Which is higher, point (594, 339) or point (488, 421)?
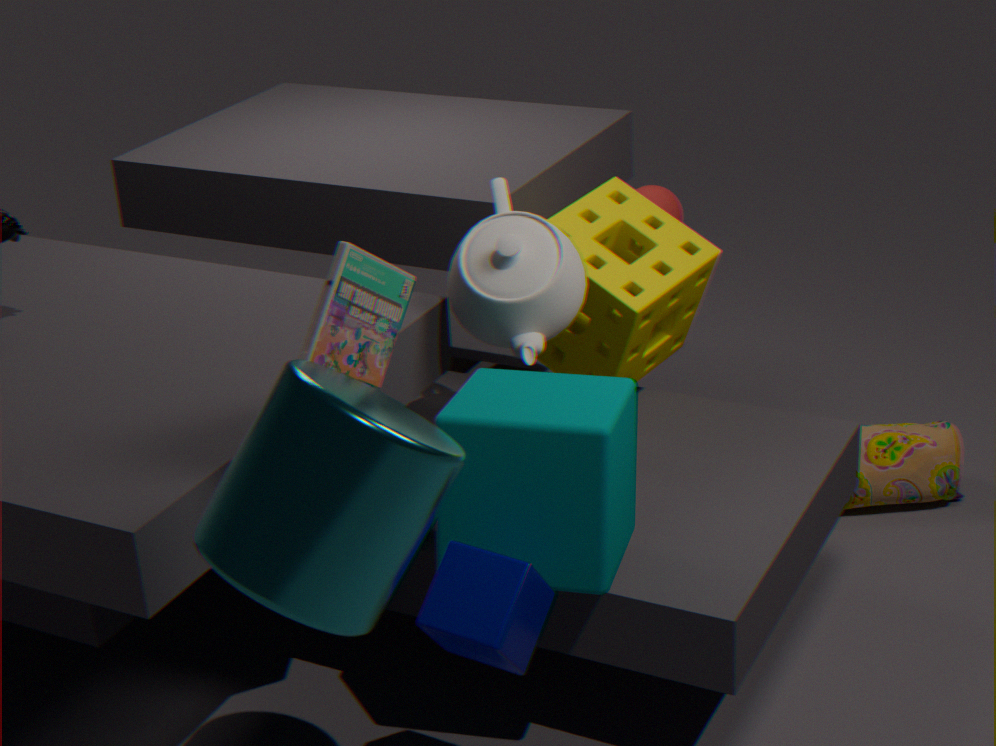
point (594, 339)
